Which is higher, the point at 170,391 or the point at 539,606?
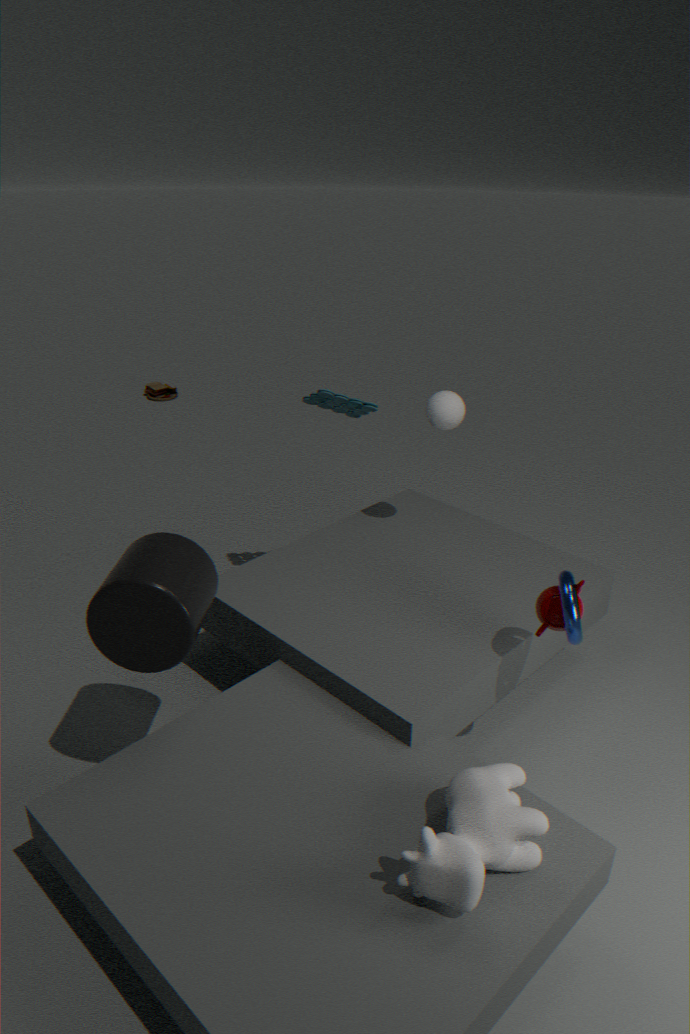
the point at 539,606
